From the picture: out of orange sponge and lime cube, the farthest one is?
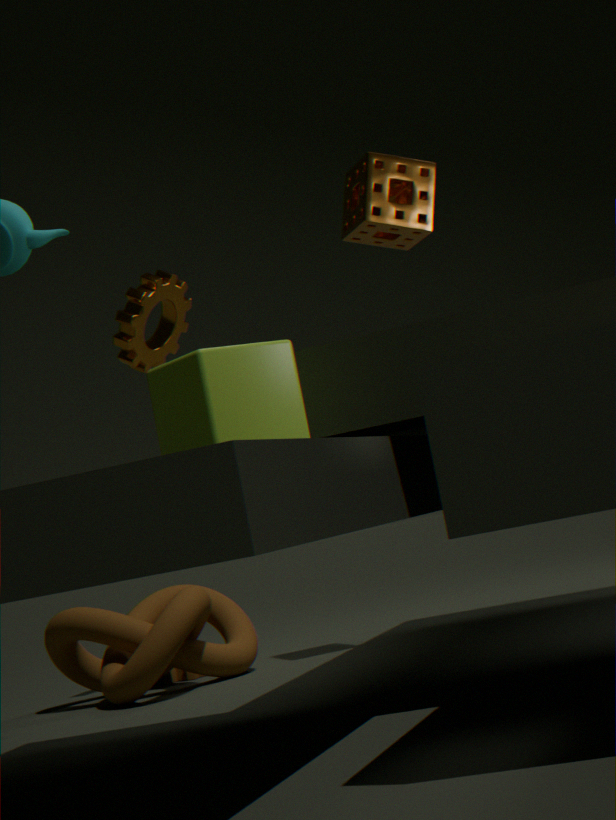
orange sponge
